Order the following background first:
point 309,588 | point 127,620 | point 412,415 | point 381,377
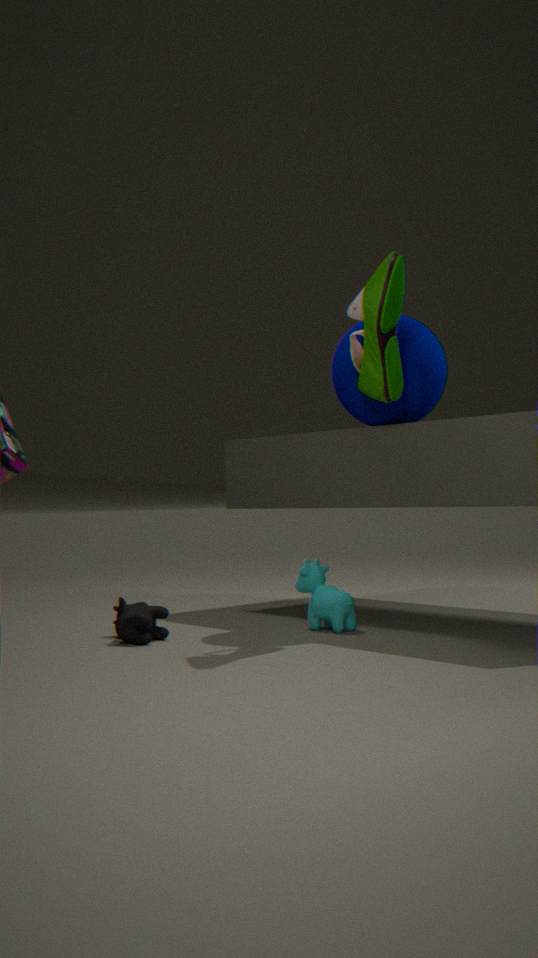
point 309,588 → point 412,415 → point 127,620 → point 381,377
